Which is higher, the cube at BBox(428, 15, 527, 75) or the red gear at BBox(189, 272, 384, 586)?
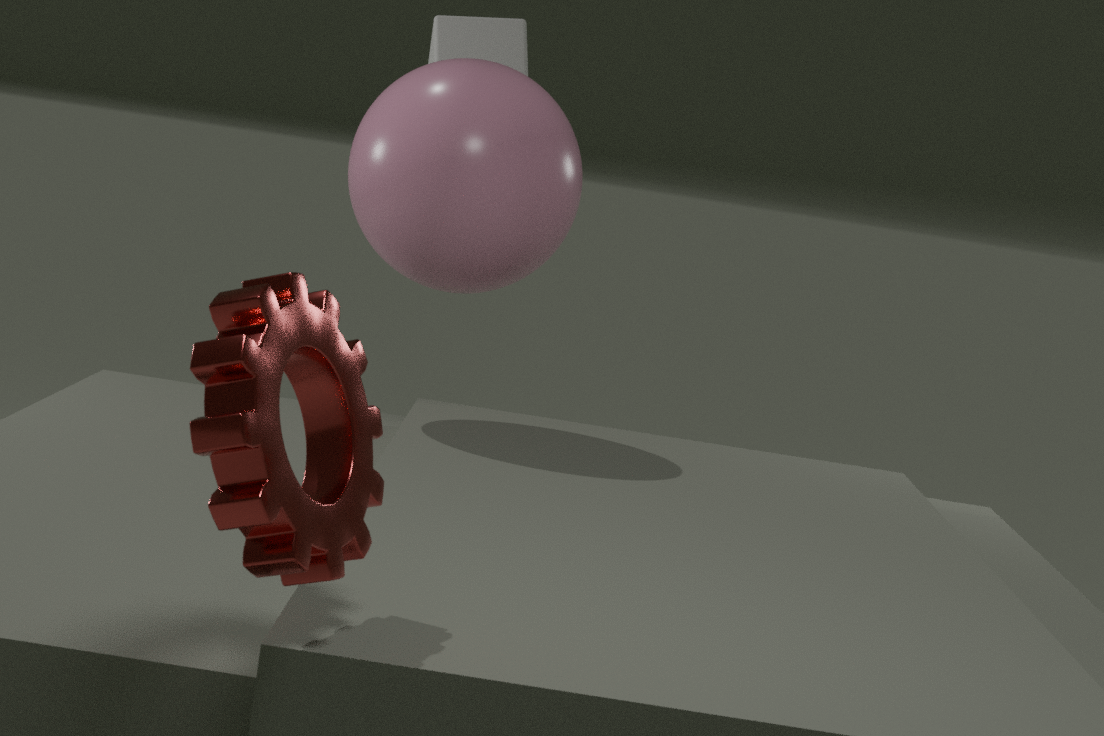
the cube at BBox(428, 15, 527, 75)
